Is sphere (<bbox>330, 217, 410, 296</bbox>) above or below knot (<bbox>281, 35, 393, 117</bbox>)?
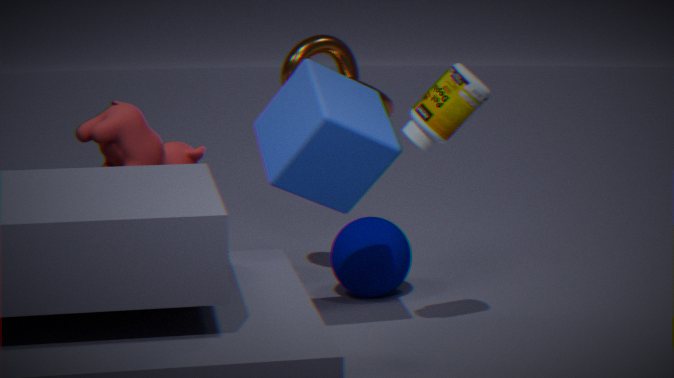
below
